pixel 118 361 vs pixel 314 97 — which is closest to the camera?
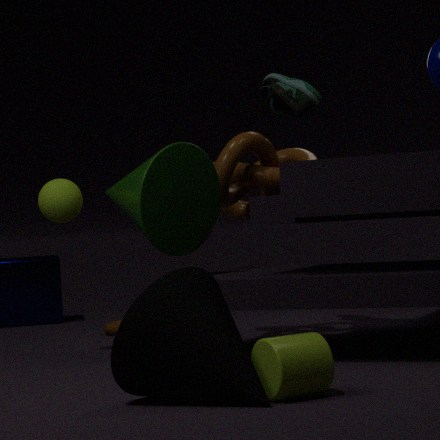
pixel 118 361
